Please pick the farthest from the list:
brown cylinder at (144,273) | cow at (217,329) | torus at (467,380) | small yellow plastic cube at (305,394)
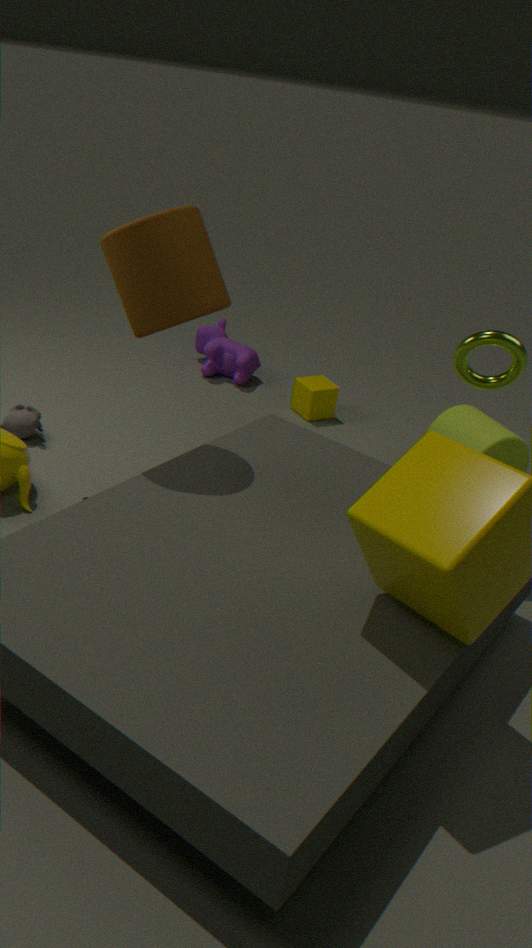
cow at (217,329)
